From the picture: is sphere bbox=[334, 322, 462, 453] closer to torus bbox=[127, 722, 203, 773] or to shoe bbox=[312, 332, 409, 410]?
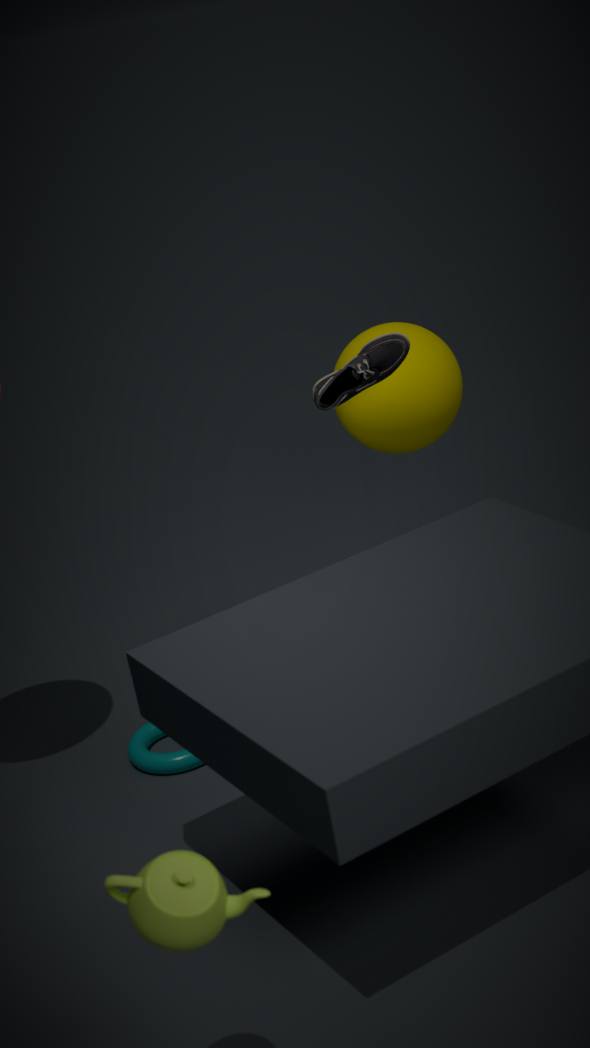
shoe bbox=[312, 332, 409, 410]
